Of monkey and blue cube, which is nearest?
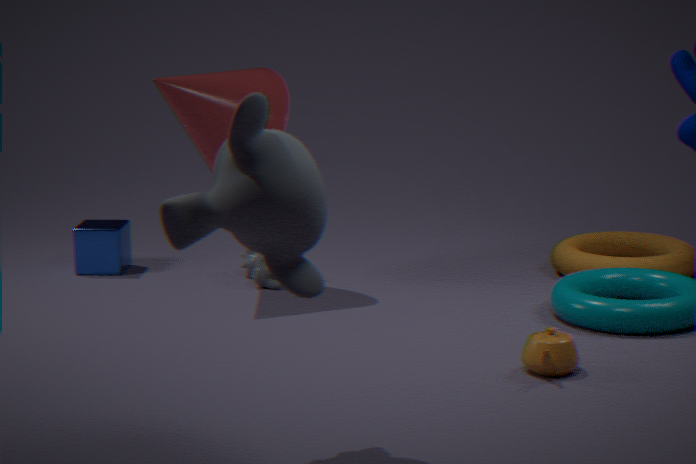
monkey
